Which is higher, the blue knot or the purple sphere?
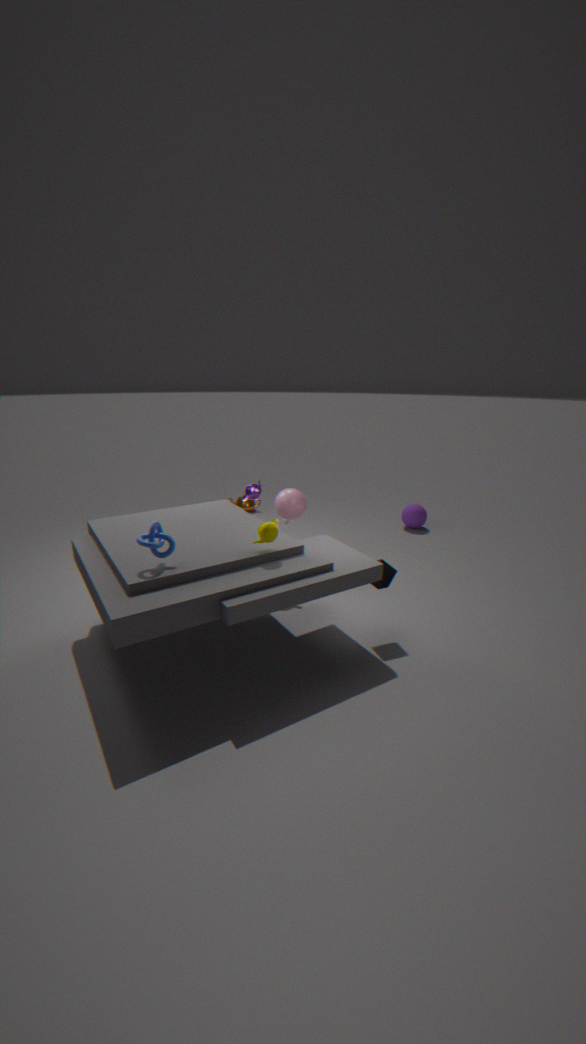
the blue knot
